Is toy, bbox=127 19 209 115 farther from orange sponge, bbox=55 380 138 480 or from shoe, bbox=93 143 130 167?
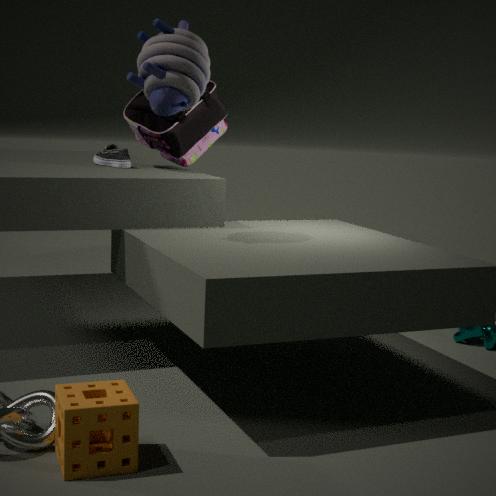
orange sponge, bbox=55 380 138 480
